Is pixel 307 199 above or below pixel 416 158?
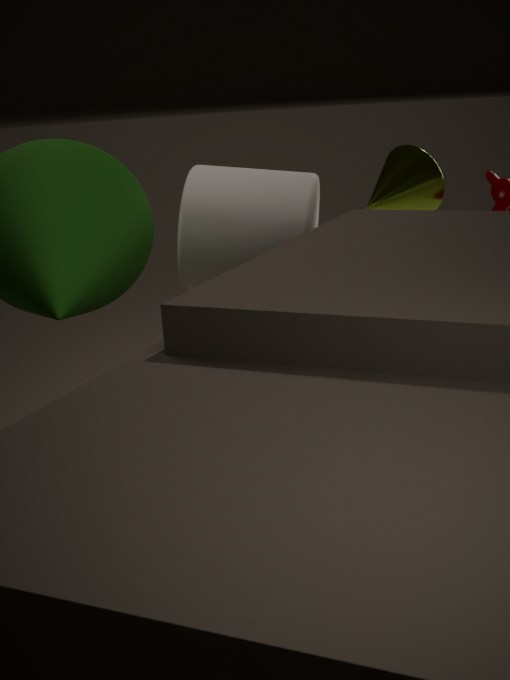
below
